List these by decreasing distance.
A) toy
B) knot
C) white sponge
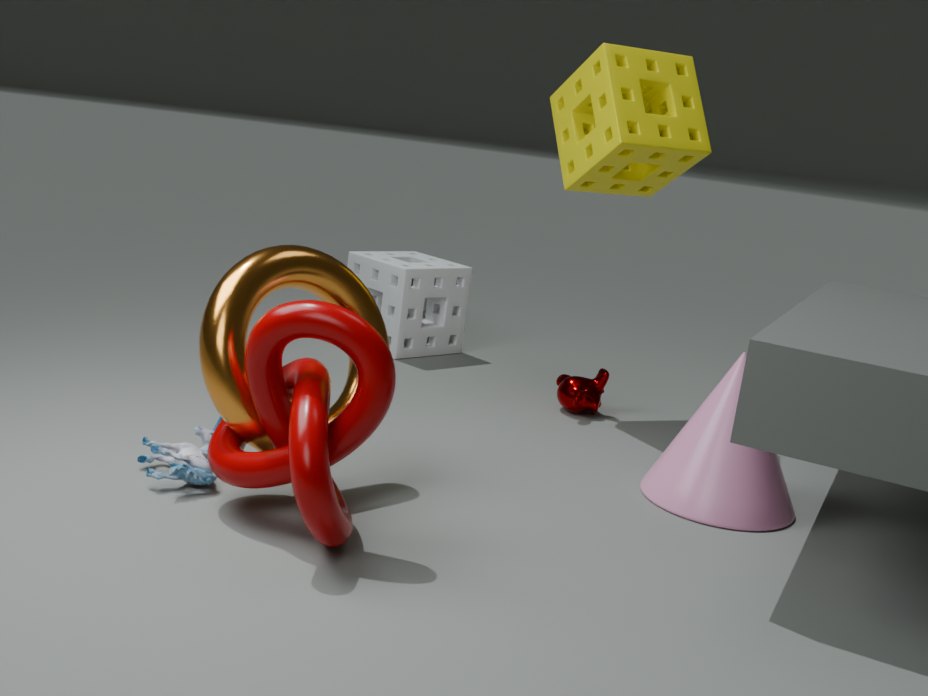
1. white sponge
2. toy
3. knot
